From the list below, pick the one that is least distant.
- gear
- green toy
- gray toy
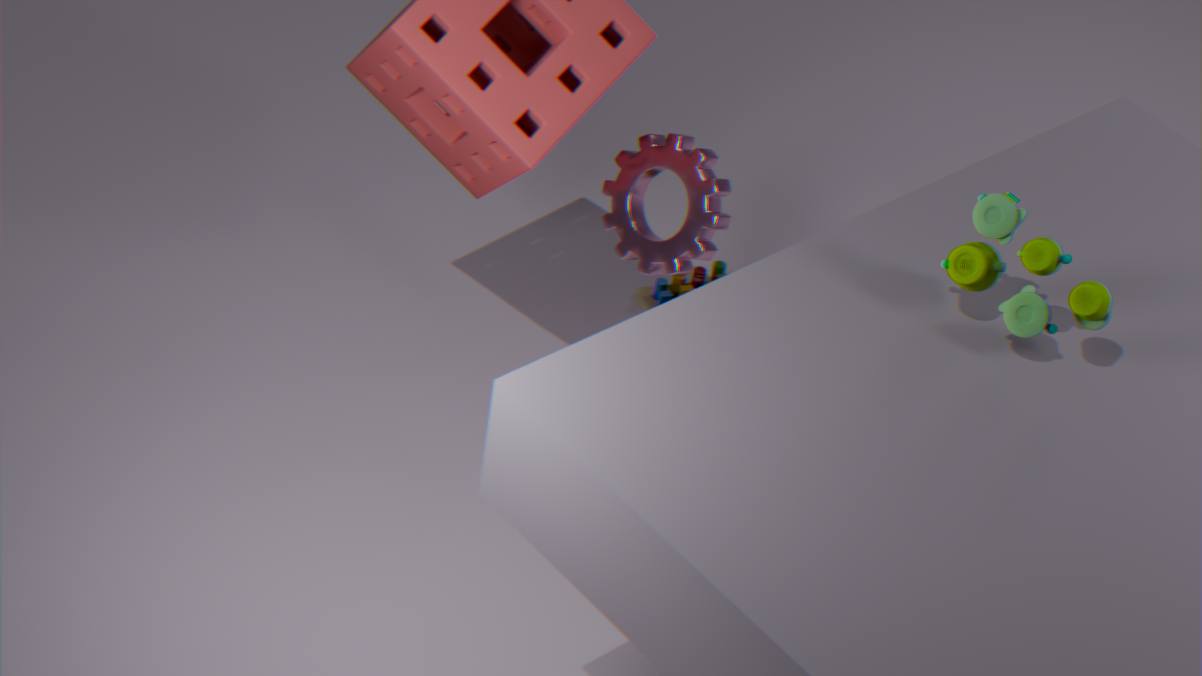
green toy
